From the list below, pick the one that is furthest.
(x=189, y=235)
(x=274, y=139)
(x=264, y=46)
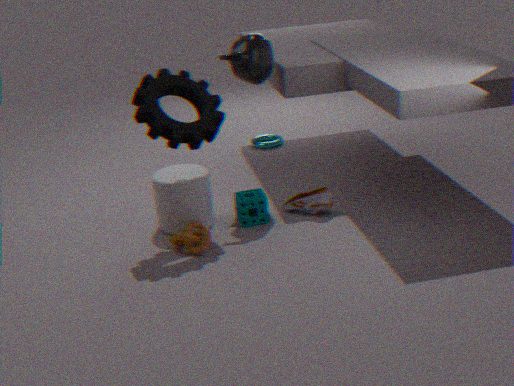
(x=274, y=139)
